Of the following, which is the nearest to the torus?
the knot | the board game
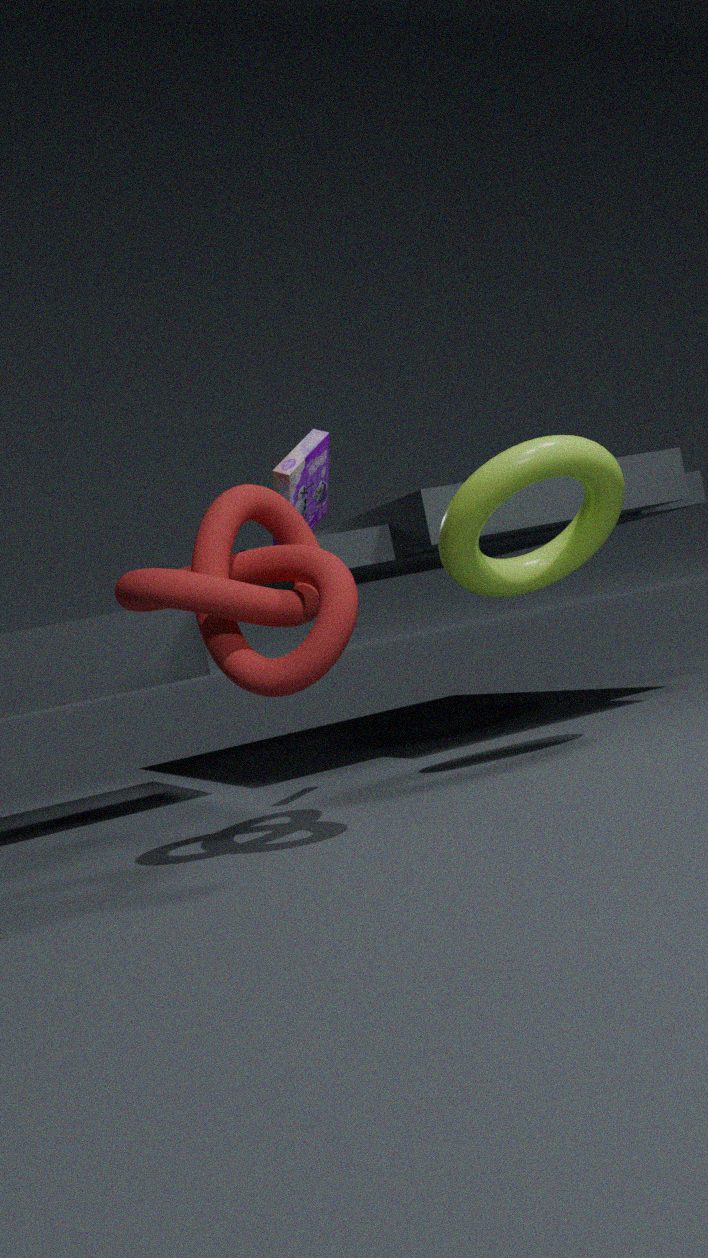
the board game
